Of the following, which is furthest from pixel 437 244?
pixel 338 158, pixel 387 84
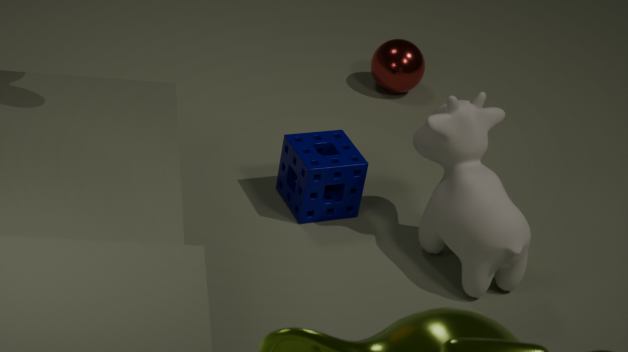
pixel 387 84
